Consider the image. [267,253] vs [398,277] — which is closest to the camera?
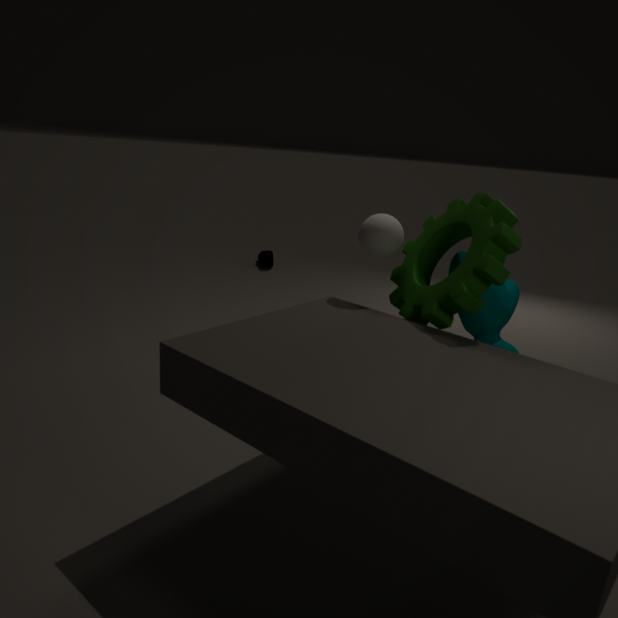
[398,277]
